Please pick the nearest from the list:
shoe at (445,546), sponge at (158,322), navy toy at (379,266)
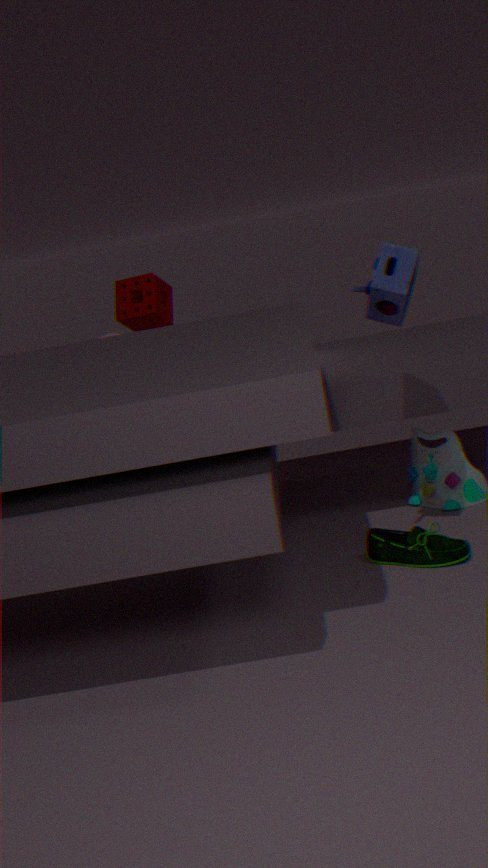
navy toy at (379,266)
